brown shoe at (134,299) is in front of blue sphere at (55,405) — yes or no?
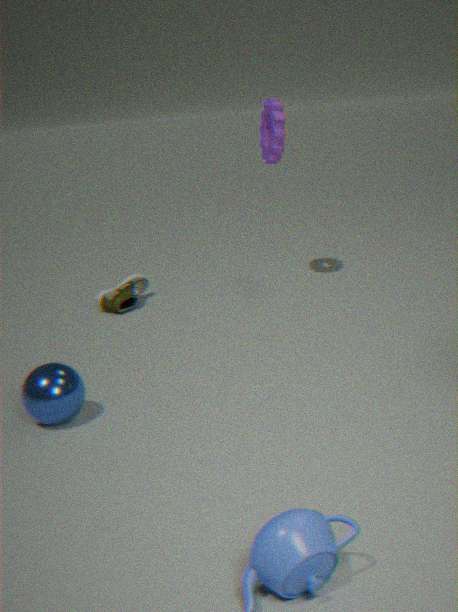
No
